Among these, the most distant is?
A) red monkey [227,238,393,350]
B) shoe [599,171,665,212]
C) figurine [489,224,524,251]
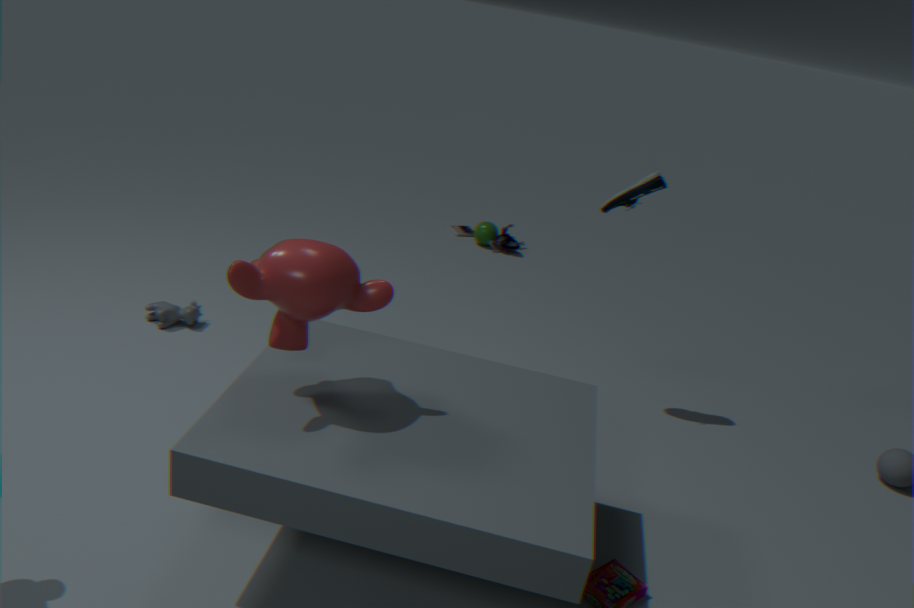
figurine [489,224,524,251]
